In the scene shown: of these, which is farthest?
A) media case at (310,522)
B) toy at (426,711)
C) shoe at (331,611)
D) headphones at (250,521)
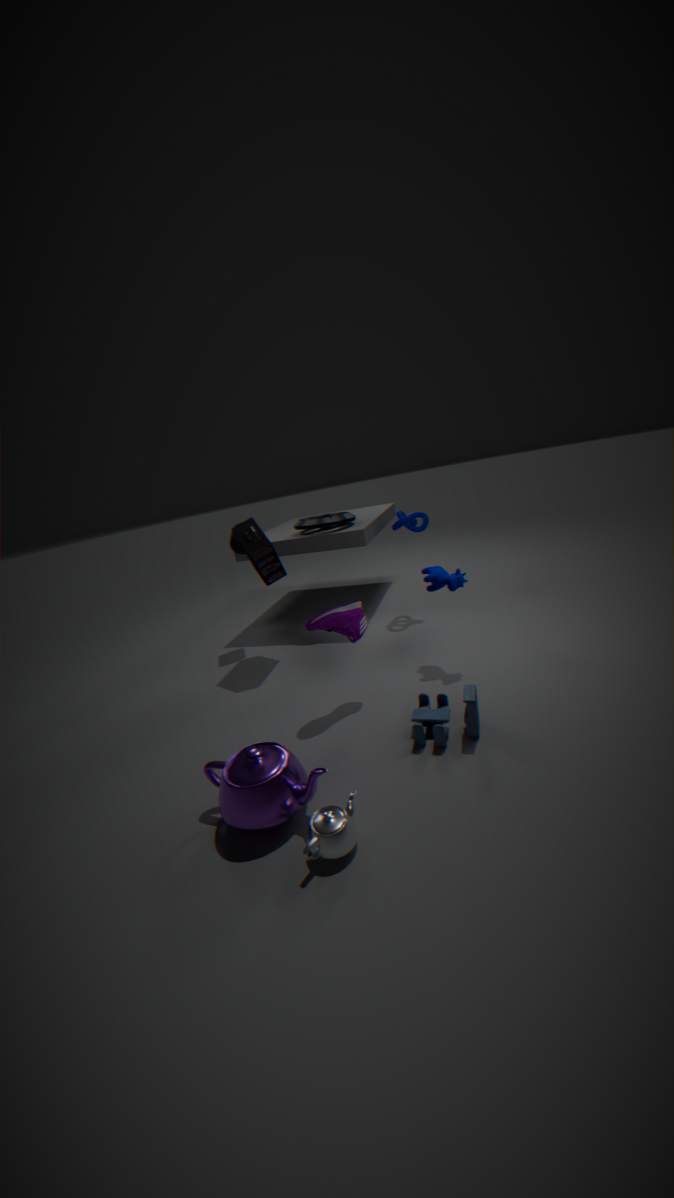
media case at (310,522)
